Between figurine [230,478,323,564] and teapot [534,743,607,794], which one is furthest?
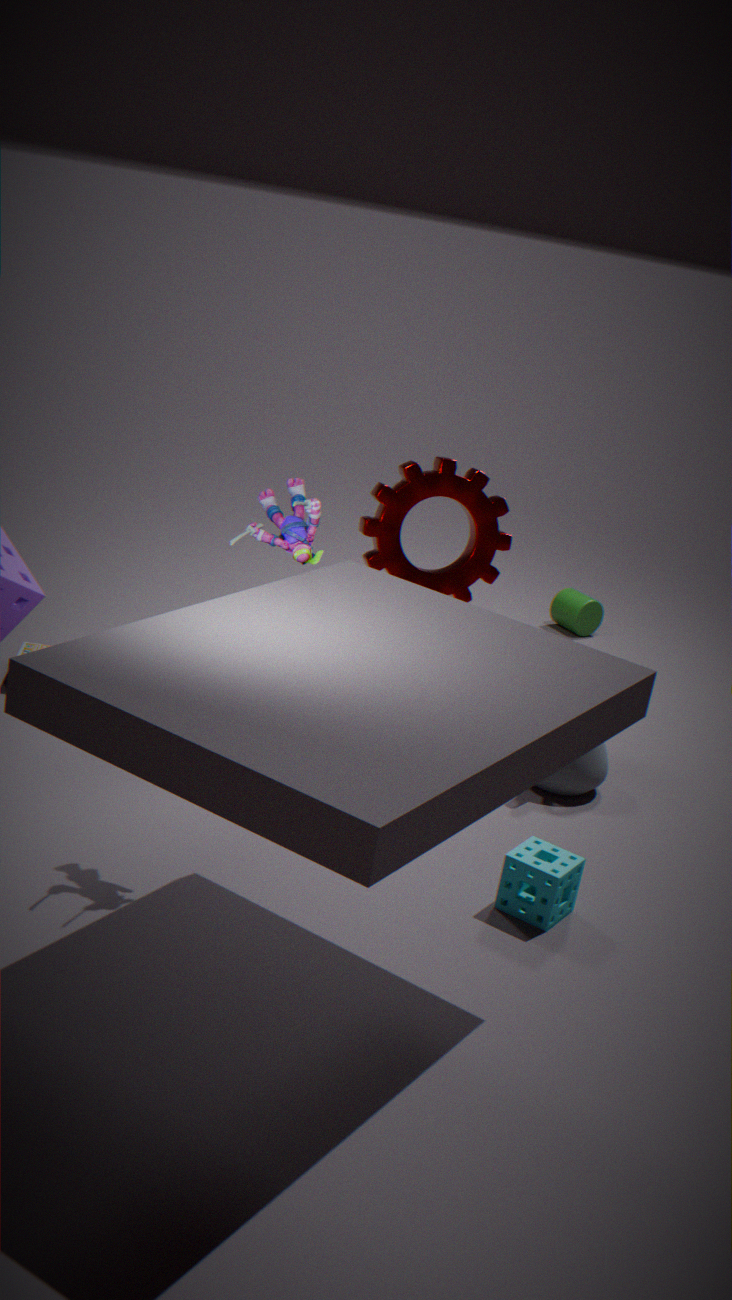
teapot [534,743,607,794]
